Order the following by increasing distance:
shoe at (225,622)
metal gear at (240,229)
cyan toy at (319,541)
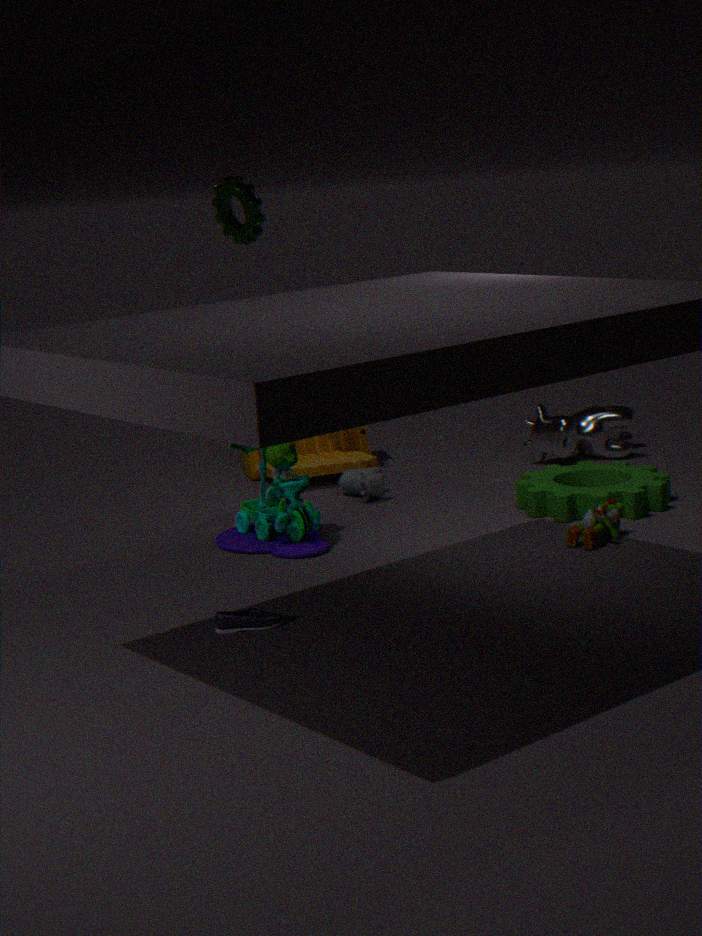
shoe at (225,622) → cyan toy at (319,541) → metal gear at (240,229)
